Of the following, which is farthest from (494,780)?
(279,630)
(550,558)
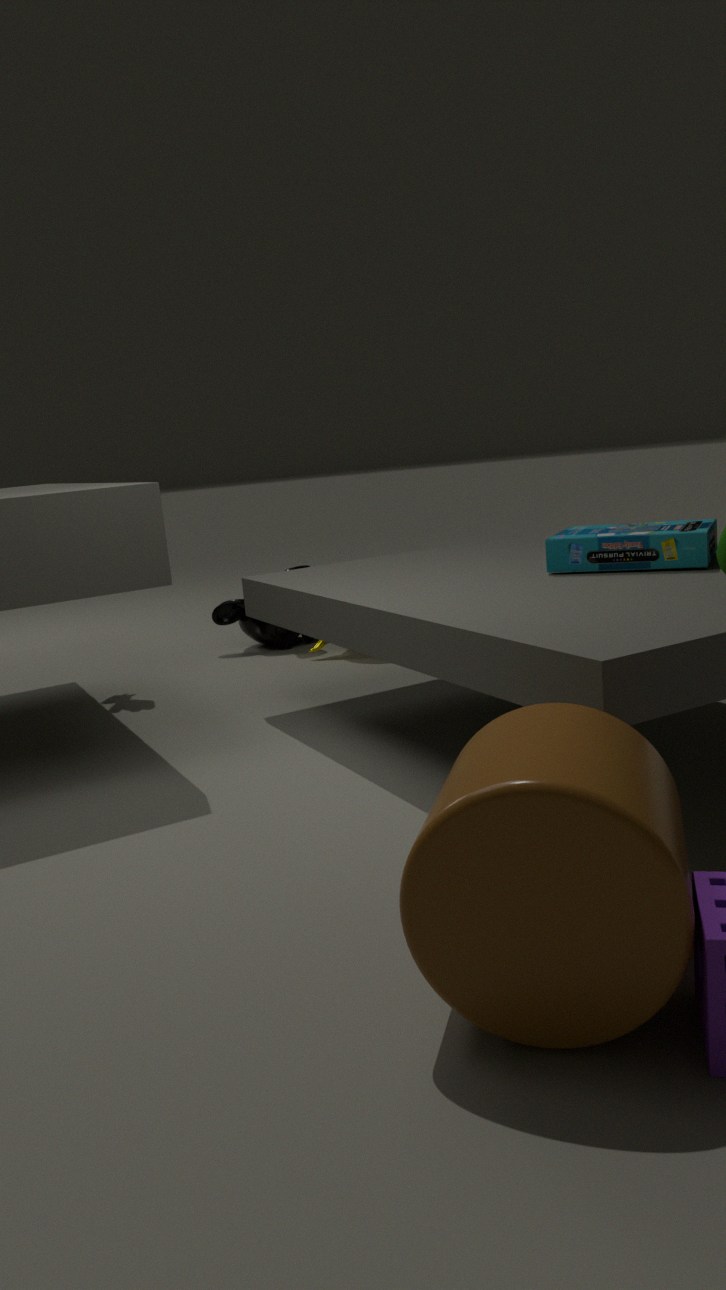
(279,630)
